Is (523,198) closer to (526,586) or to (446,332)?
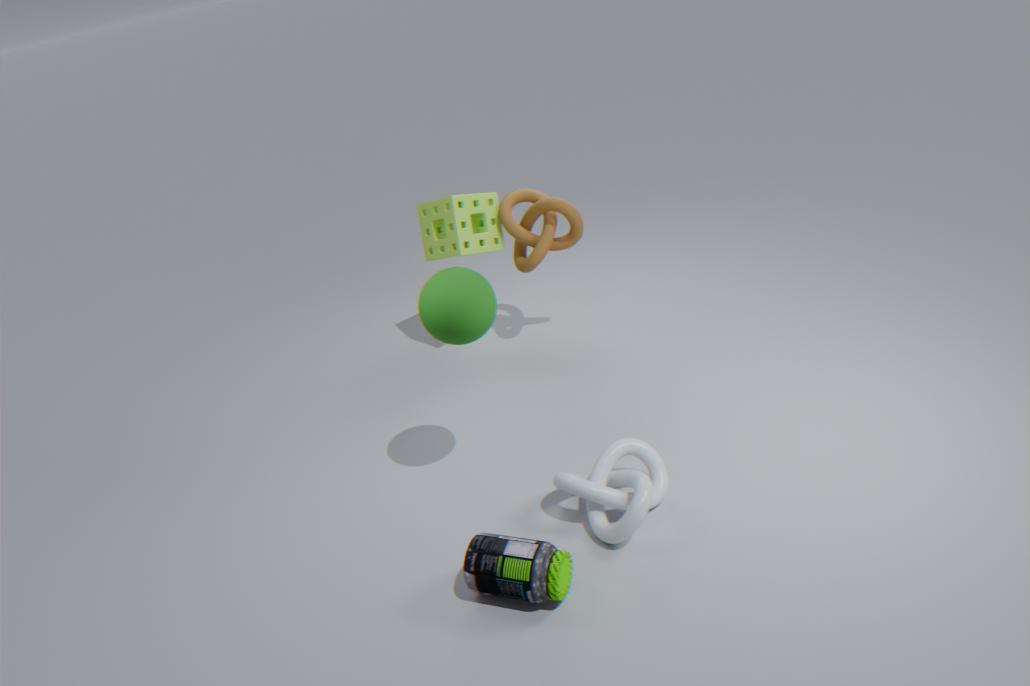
(446,332)
